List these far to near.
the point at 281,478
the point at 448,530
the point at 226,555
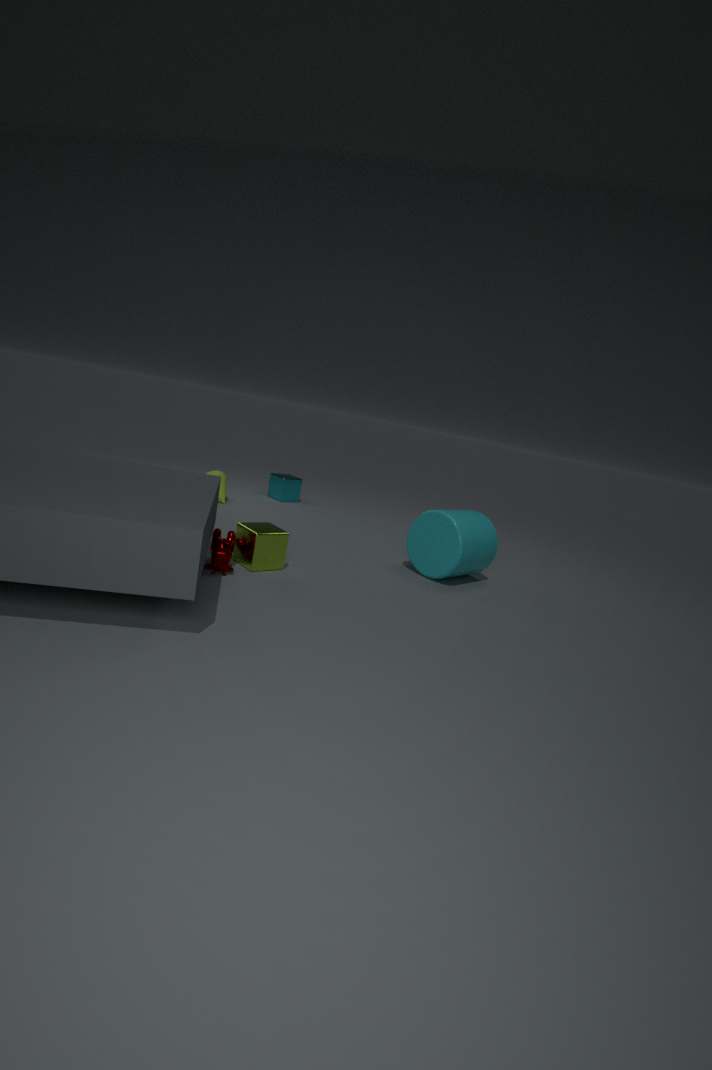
the point at 281,478 → the point at 448,530 → the point at 226,555
